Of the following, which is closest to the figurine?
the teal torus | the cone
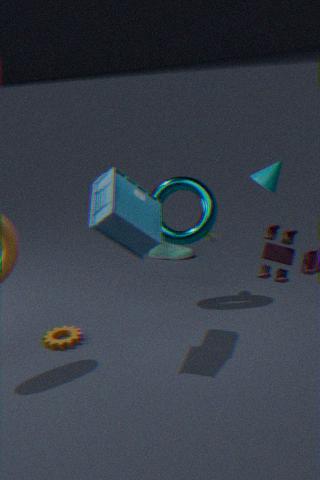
the teal torus
